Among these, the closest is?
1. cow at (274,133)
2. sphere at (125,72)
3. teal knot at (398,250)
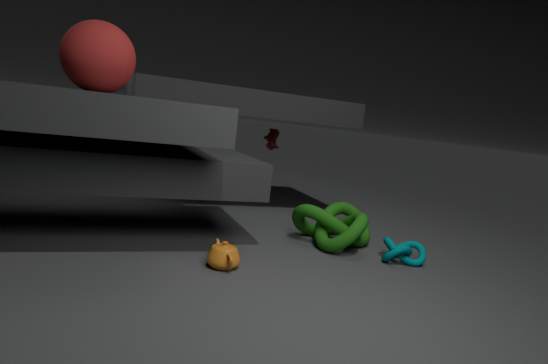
sphere at (125,72)
